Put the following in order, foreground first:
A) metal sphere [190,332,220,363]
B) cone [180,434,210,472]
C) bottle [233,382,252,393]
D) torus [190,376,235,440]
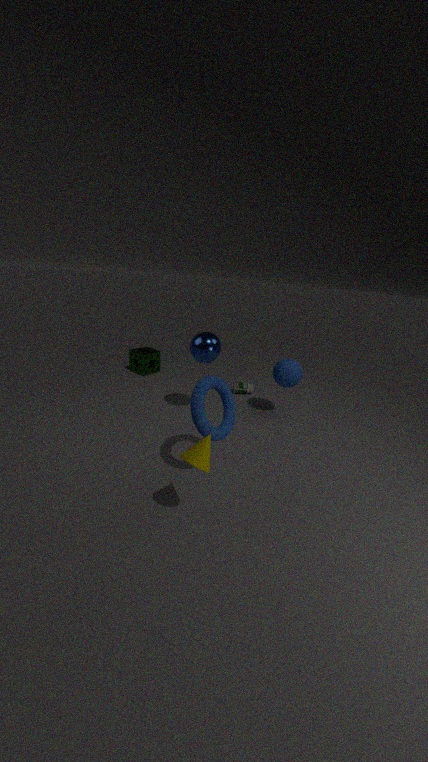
cone [180,434,210,472] → torus [190,376,235,440] → metal sphere [190,332,220,363] → bottle [233,382,252,393]
